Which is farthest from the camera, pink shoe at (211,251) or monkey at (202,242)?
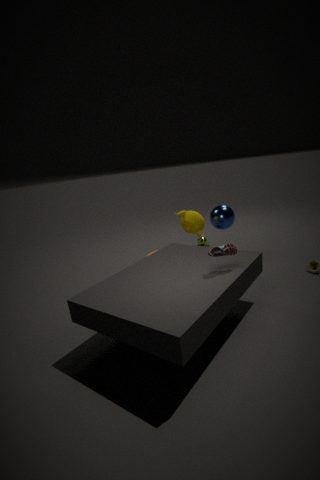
monkey at (202,242)
